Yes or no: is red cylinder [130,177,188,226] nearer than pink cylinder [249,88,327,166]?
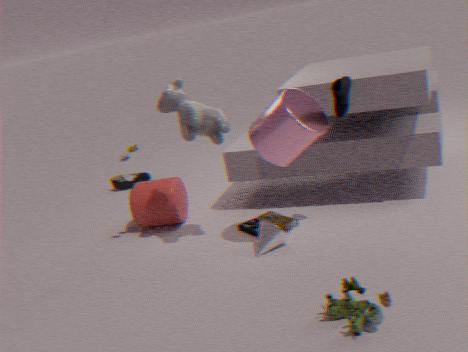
No
